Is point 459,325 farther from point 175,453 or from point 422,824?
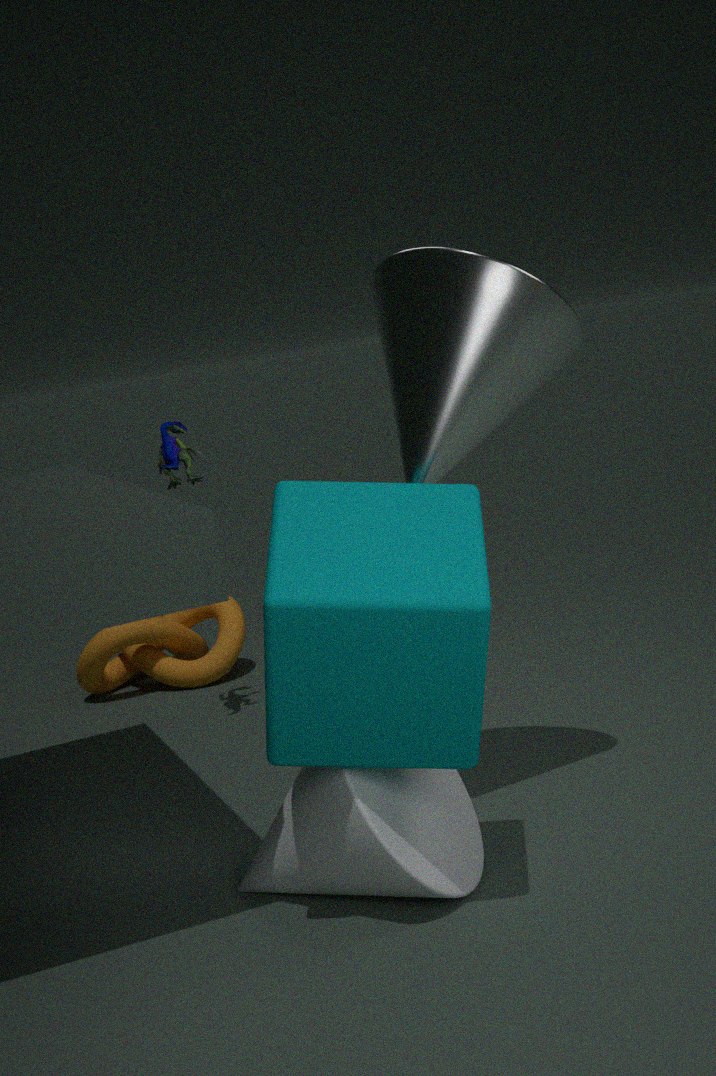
point 175,453
